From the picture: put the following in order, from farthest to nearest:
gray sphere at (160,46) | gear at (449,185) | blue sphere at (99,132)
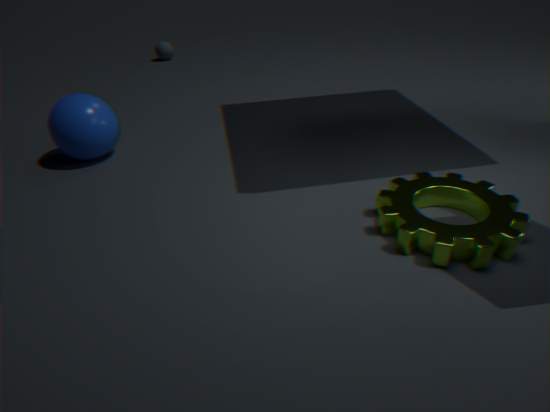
gray sphere at (160,46) < blue sphere at (99,132) < gear at (449,185)
